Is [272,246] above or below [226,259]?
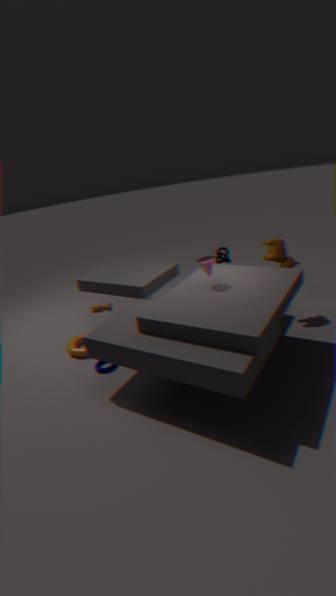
above
